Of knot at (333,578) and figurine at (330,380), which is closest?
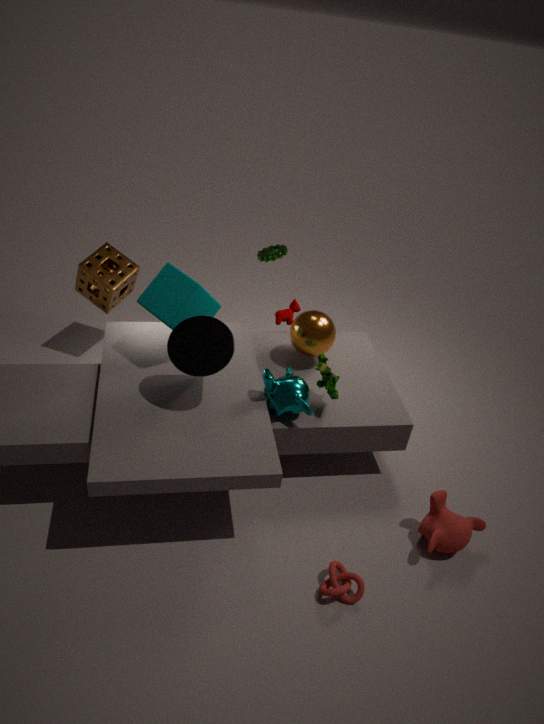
knot at (333,578)
